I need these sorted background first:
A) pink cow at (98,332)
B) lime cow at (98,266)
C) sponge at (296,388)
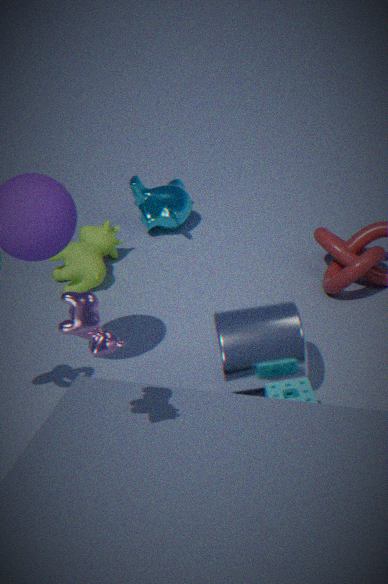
lime cow at (98,266)
sponge at (296,388)
pink cow at (98,332)
